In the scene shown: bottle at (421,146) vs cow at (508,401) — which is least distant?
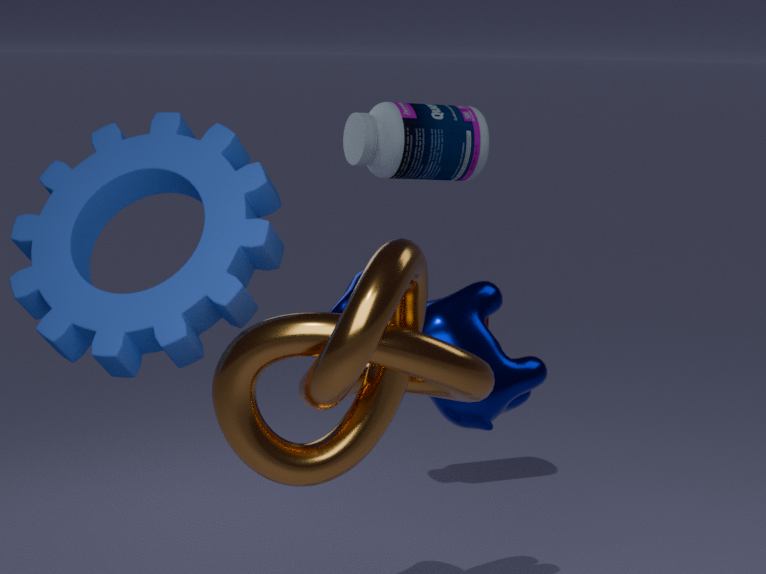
cow at (508,401)
